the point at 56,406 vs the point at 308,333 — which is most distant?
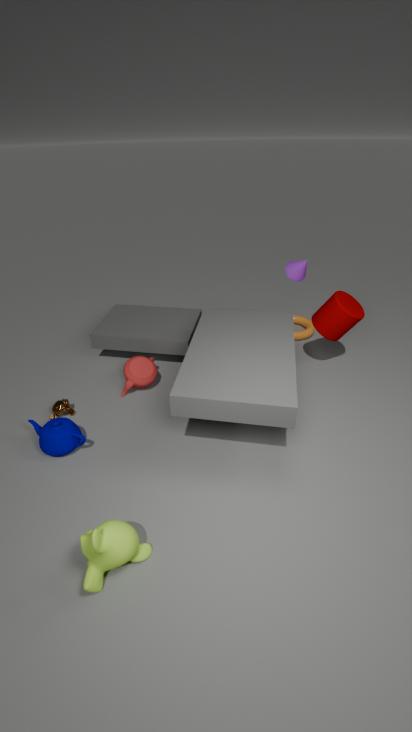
the point at 308,333
